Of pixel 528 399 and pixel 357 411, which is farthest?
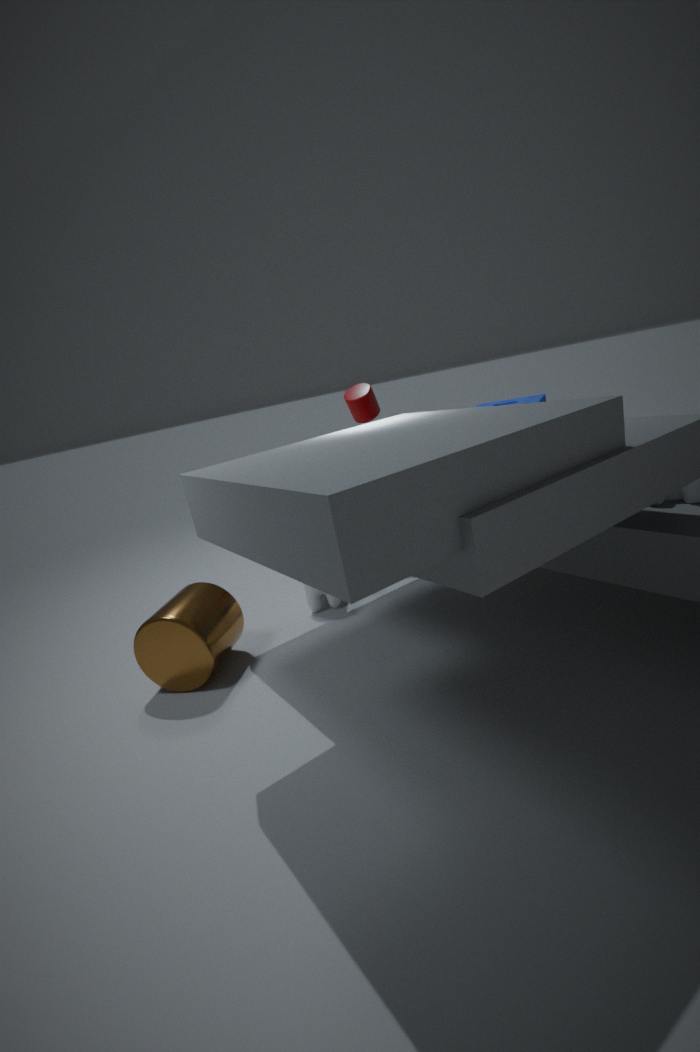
pixel 357 411
